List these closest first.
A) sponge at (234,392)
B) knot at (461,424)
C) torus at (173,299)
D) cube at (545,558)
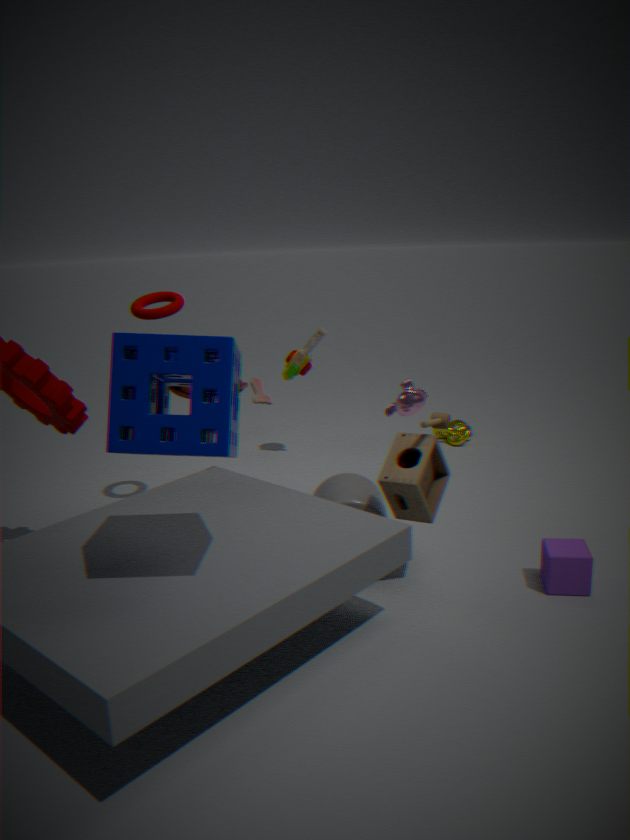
sponge at (234,392), cube at (545,558), torus at (173,299), knot at (461,424)
